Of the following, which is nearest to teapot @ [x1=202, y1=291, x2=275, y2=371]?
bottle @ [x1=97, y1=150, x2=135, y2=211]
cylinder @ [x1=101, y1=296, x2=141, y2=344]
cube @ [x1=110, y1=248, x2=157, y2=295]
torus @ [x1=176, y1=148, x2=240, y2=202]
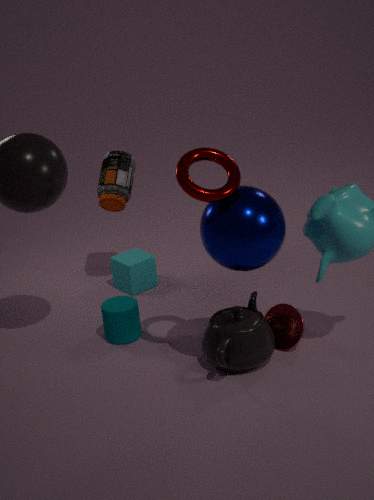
cylinder @ [x1=101, y1=296, x2=141, y2=344]
